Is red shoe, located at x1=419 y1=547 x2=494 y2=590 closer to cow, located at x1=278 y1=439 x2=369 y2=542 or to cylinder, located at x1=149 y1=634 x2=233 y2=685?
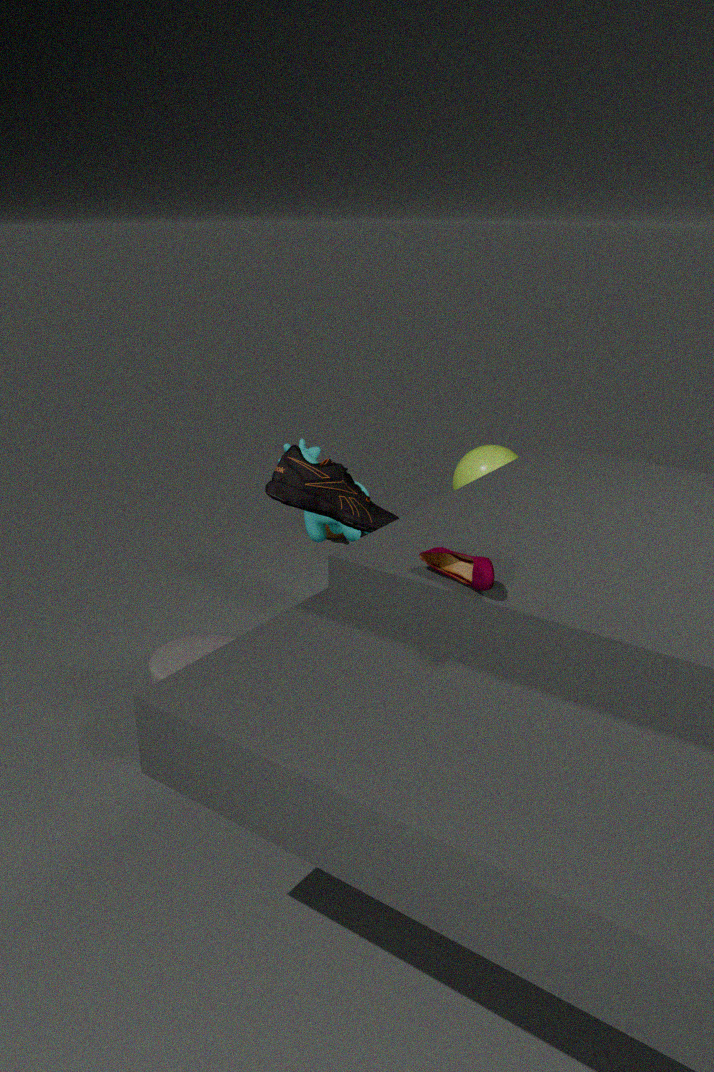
cylinder, located at x1=149 y1=634 x2=233 y2=685
